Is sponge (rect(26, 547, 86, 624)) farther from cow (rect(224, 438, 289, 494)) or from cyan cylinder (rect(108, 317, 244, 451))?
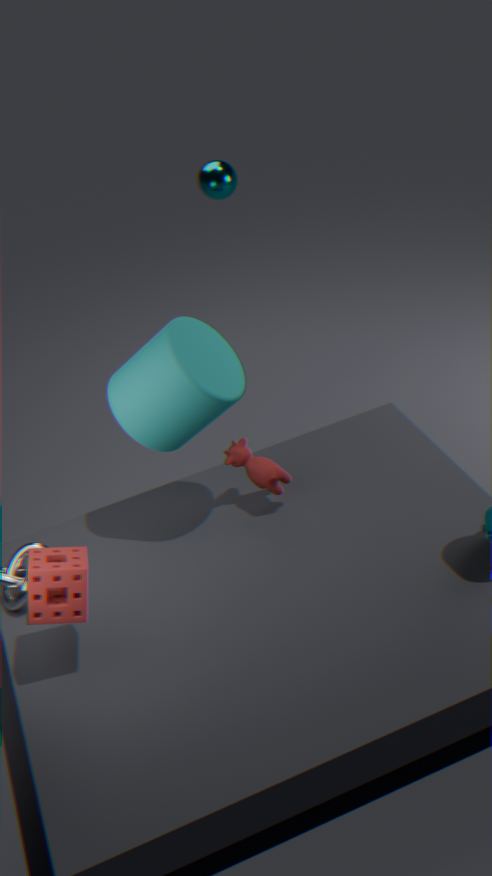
cow (rect(224, 438, 289, 494))
